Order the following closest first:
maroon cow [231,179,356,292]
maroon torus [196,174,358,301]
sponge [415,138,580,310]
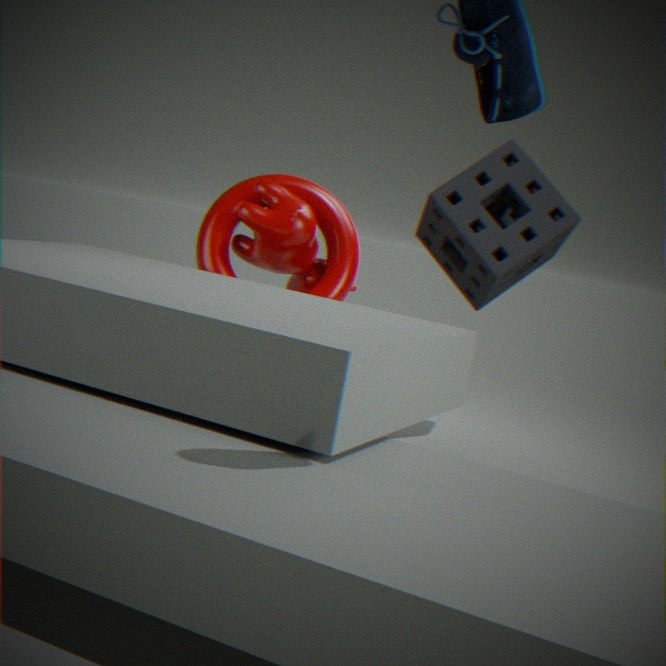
maroon cow [231,179,356,292], sponge [415,138,580,310], maroon torus [196,174,358,301]
